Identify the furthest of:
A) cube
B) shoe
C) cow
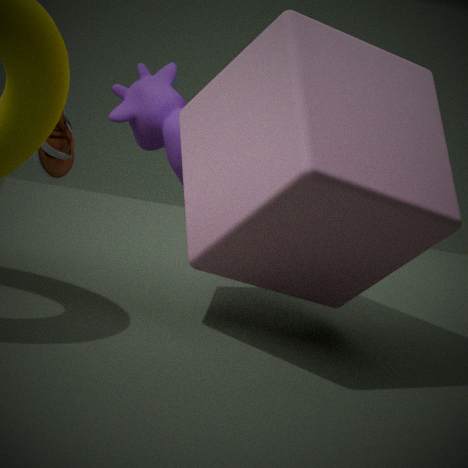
cow
